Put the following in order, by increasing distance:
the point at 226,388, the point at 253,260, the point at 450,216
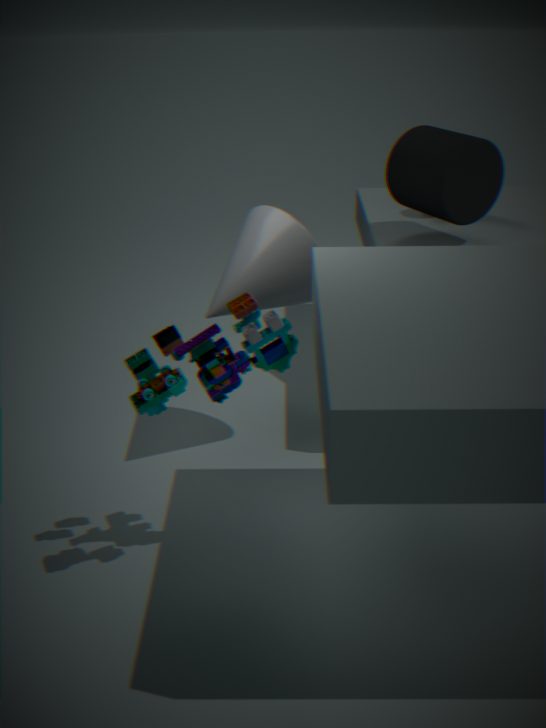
the point at 226,388 → the point at 253,260 → the point at 450,216
